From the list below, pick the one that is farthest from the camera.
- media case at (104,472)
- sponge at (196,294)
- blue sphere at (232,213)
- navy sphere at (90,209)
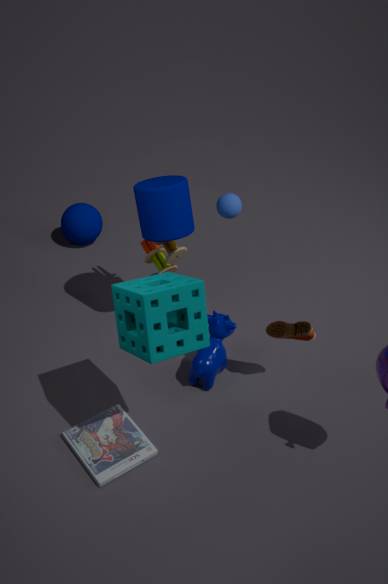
navy sphere at (90,209)
